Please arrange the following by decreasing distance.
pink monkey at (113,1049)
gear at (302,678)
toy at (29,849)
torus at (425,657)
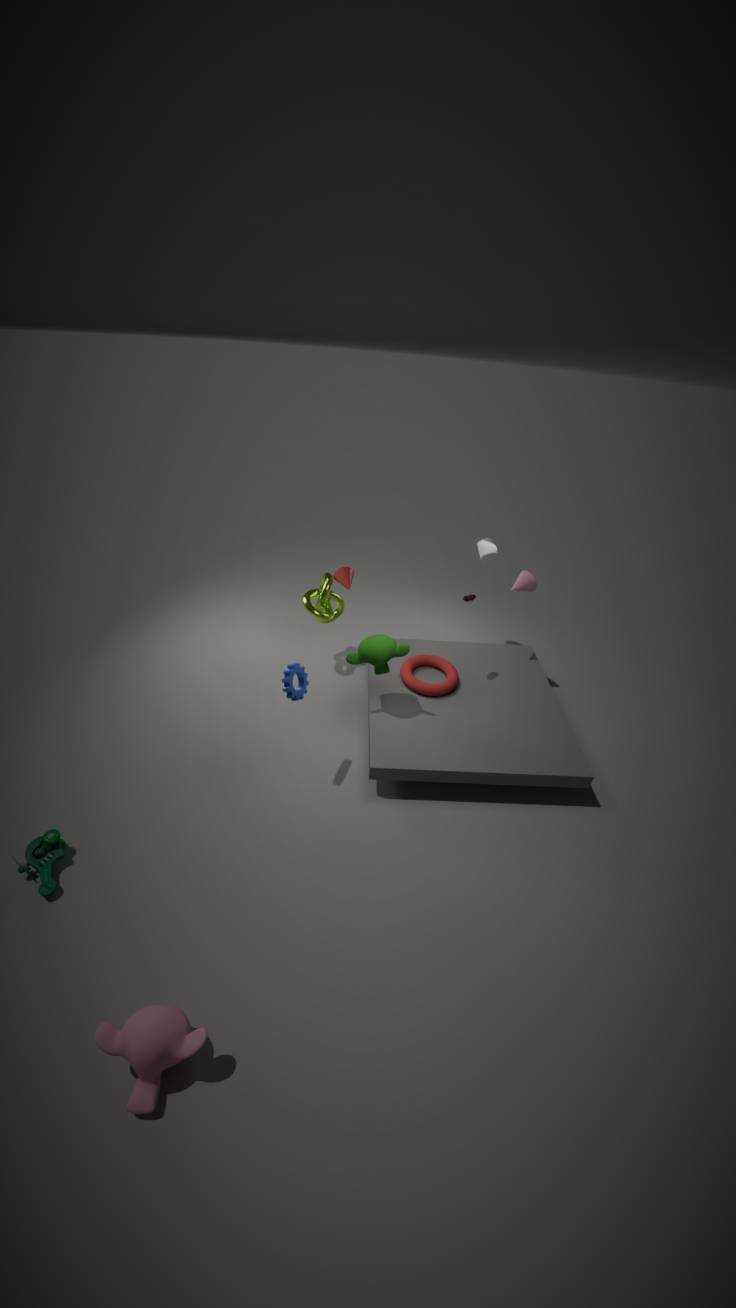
torus at (425,657)
gear at (302,678)
toy at (29,849)
pink monkey at (113,1049)
